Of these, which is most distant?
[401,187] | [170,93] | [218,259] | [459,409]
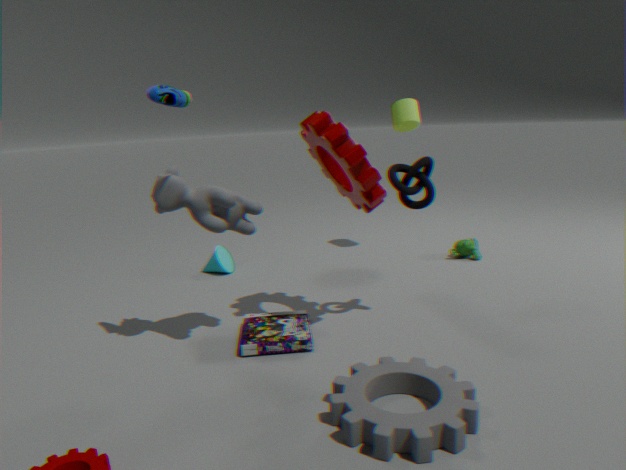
[218,259]
